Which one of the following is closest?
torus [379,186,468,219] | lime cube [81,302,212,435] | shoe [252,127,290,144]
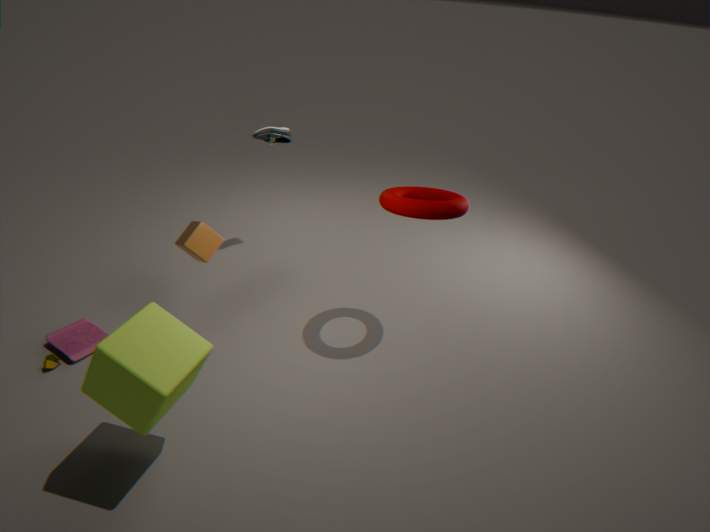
lime cube [81,302,212,435]
